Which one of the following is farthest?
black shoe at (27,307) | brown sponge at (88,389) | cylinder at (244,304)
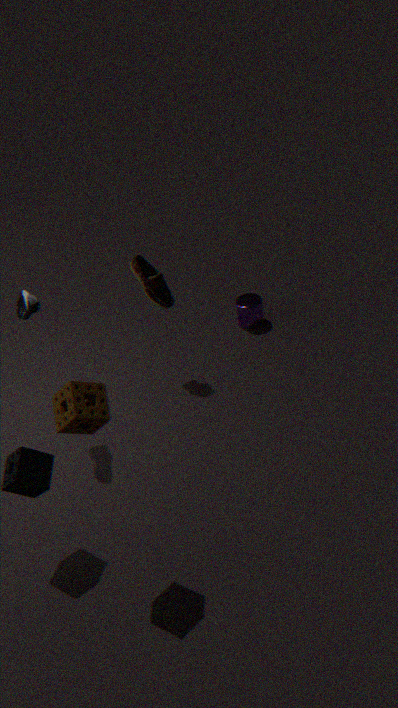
cylinder at (244,304)
